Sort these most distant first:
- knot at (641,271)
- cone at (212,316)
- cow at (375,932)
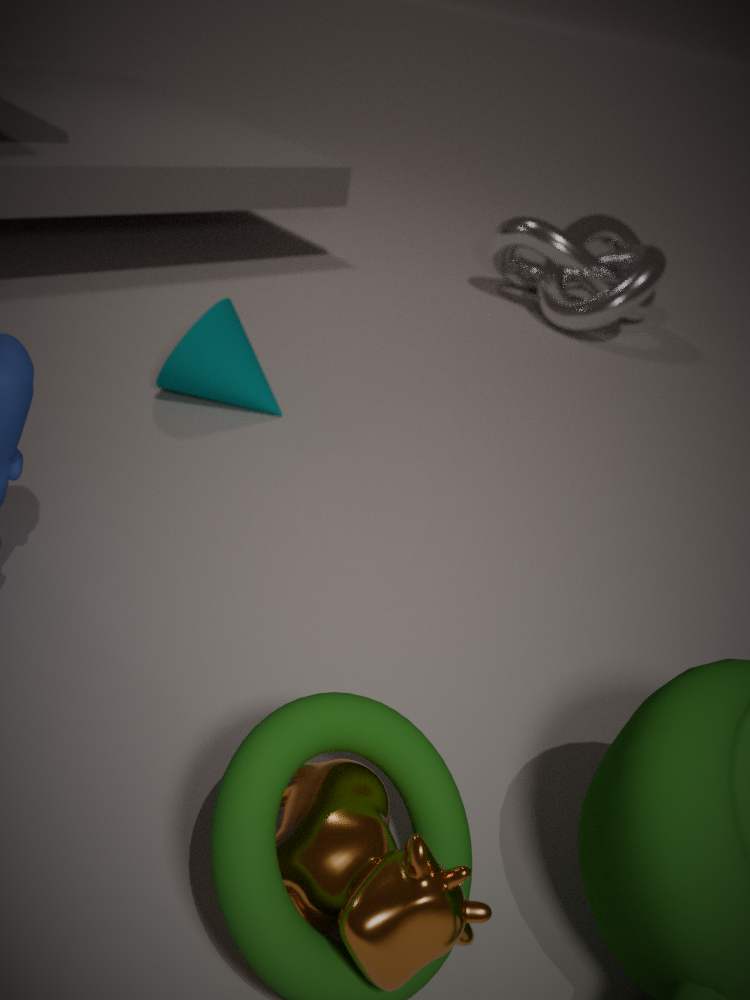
knot at (641,271)
cone at (212,316)
cow at (375,932)
